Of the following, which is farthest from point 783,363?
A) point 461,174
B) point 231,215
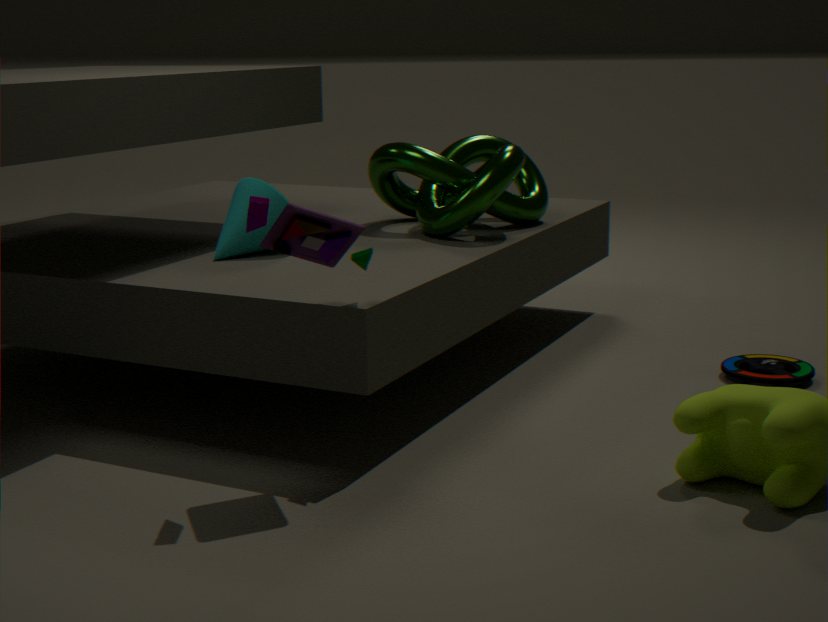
point 231,215
